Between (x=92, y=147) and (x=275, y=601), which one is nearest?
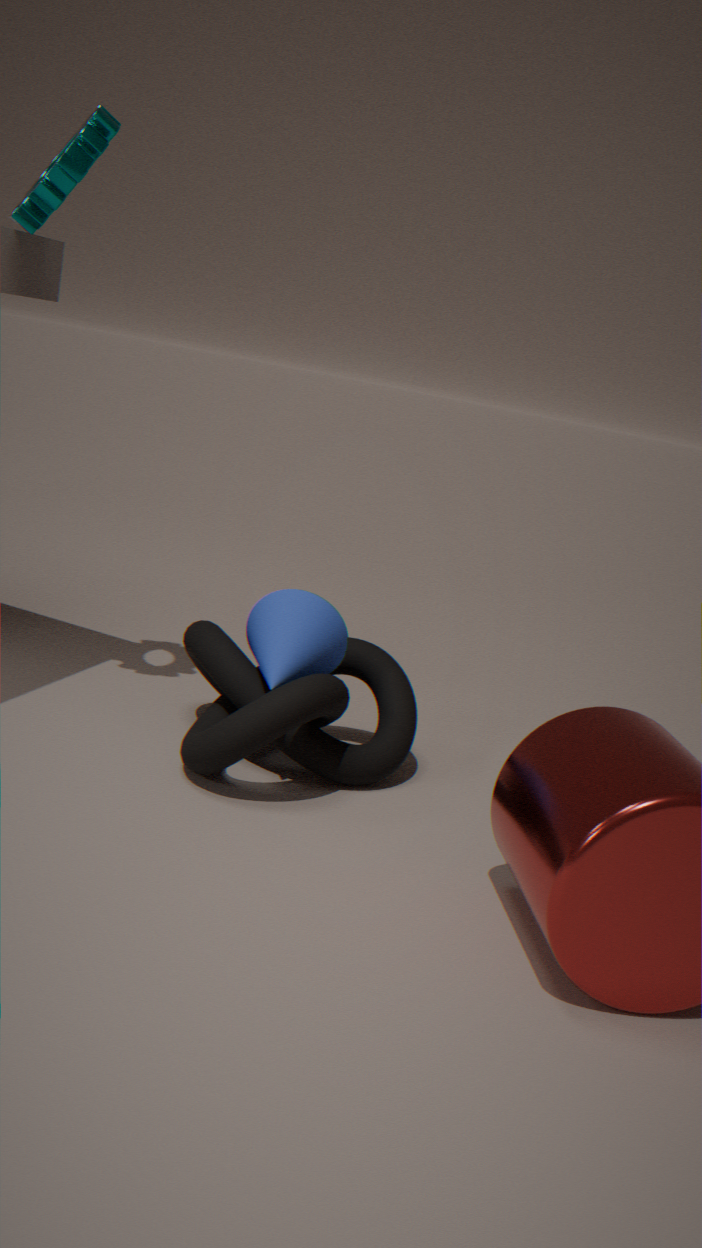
(x=92, y=147)
